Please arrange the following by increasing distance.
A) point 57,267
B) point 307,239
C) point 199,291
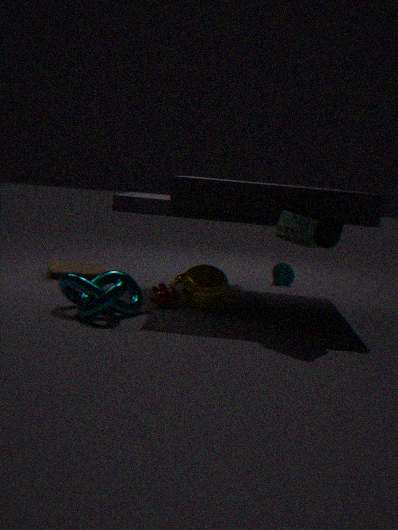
point 307,239 → point 199,291 → point 57,267
